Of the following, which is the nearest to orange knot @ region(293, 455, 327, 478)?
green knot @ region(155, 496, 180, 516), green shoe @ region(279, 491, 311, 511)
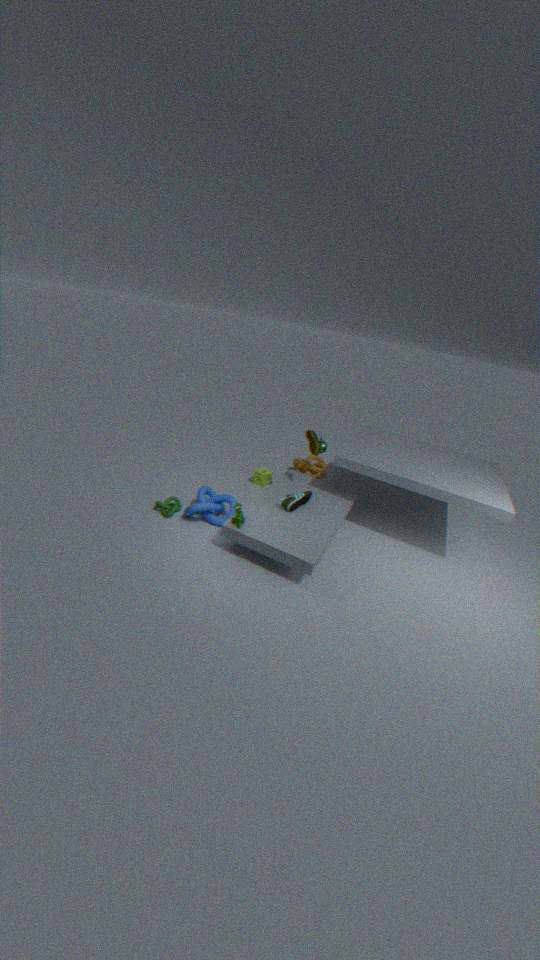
green shoe @ region(279, 491, 311, 511)
